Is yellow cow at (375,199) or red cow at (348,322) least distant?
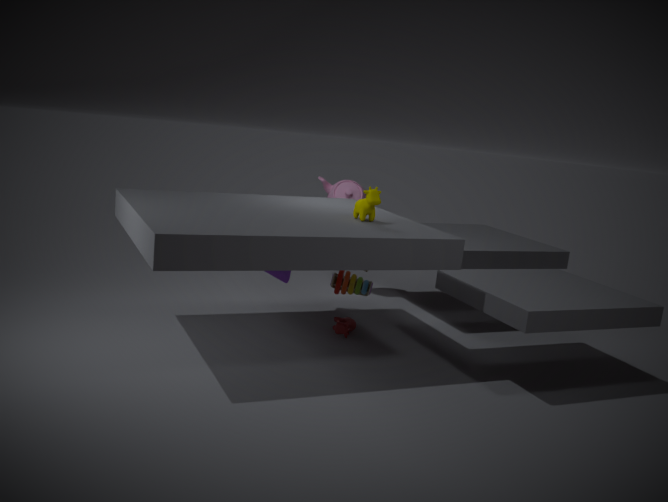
yellow cow at (375,199)
